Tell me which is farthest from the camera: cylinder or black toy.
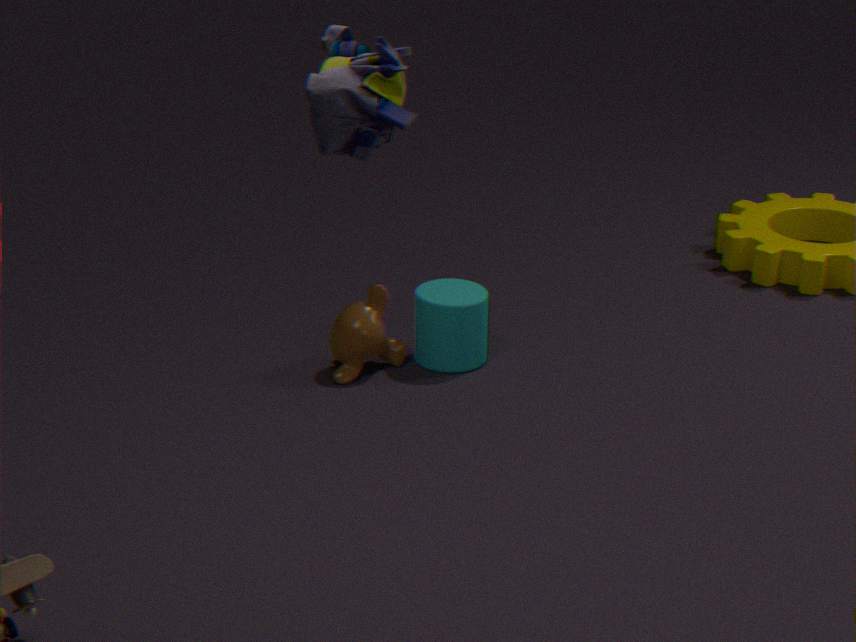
cylinder
